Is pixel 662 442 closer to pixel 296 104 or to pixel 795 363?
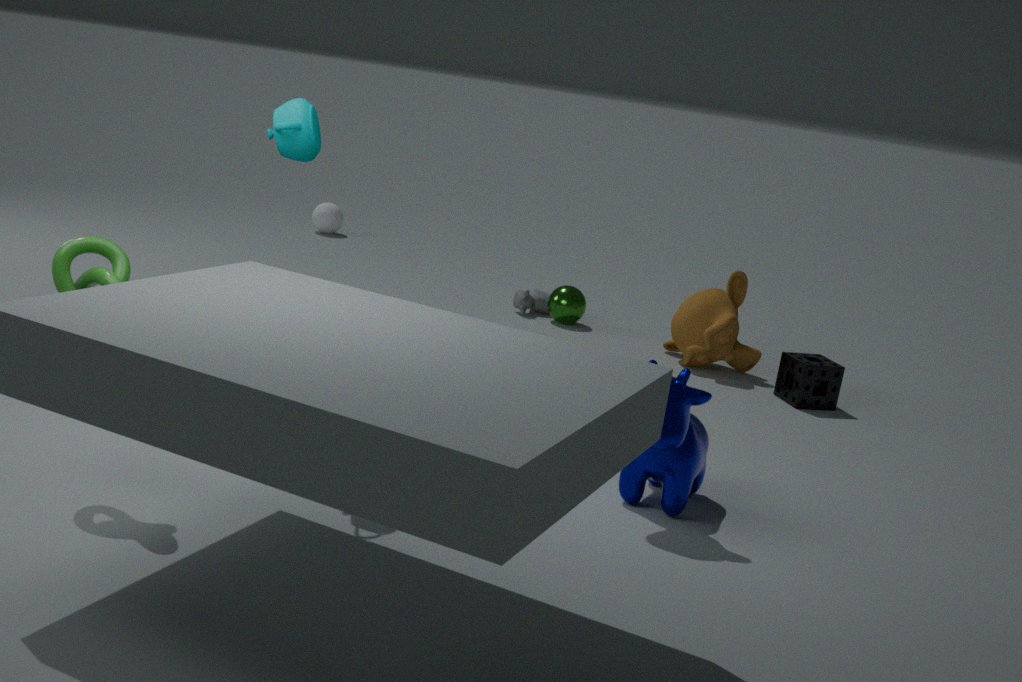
pixel 296 104
